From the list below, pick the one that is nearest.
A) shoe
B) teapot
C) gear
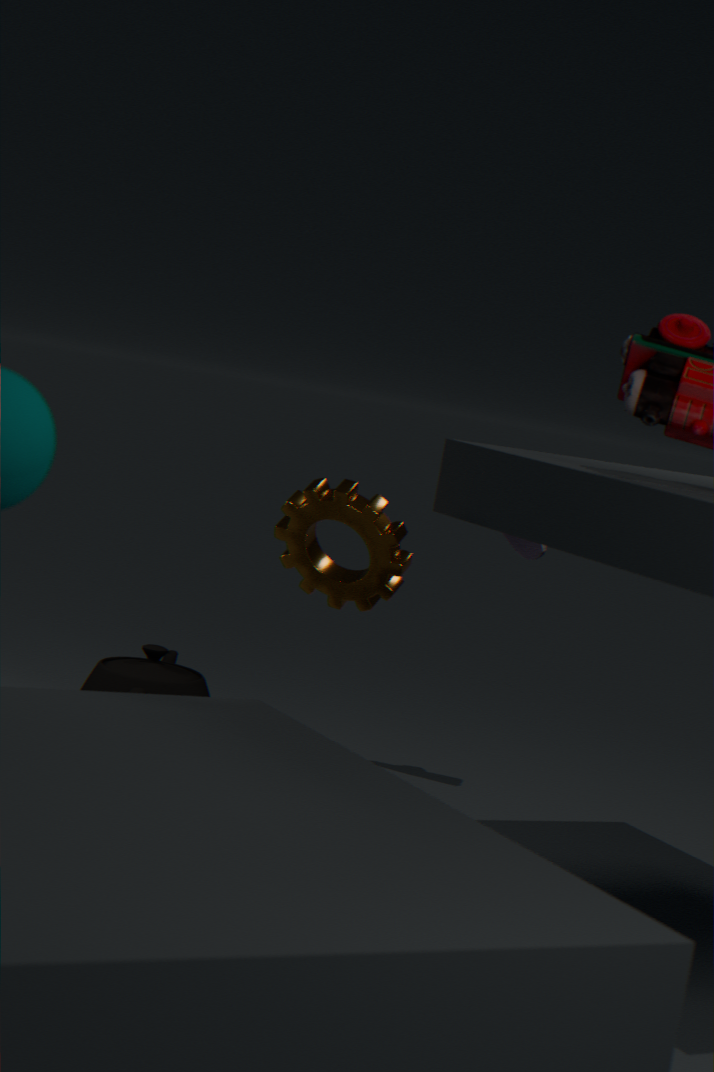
gear
